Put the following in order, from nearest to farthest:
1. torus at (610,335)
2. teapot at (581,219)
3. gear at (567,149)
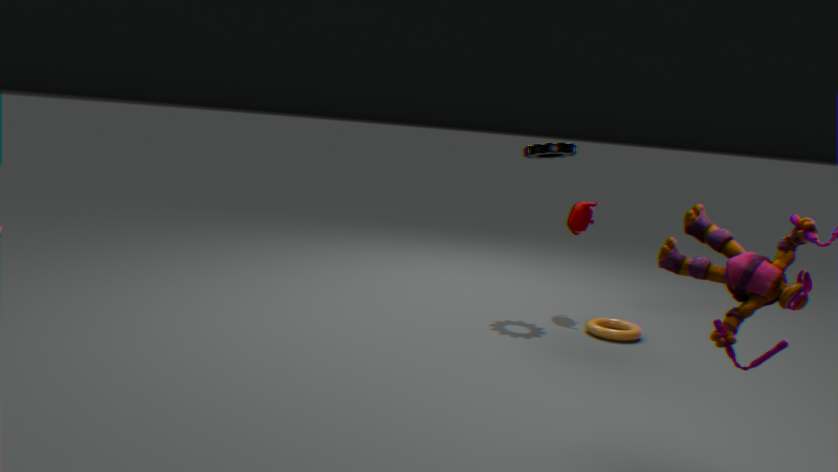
torus at (610,335) < gear at (567,149) < teapot at (581,219)
